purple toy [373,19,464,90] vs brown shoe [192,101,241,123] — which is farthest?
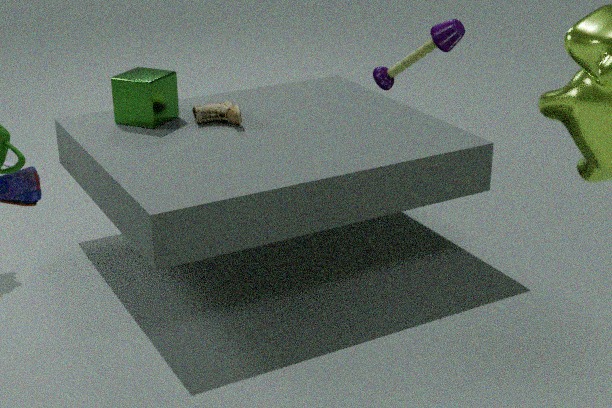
brown shoe [192,101,241,123]
